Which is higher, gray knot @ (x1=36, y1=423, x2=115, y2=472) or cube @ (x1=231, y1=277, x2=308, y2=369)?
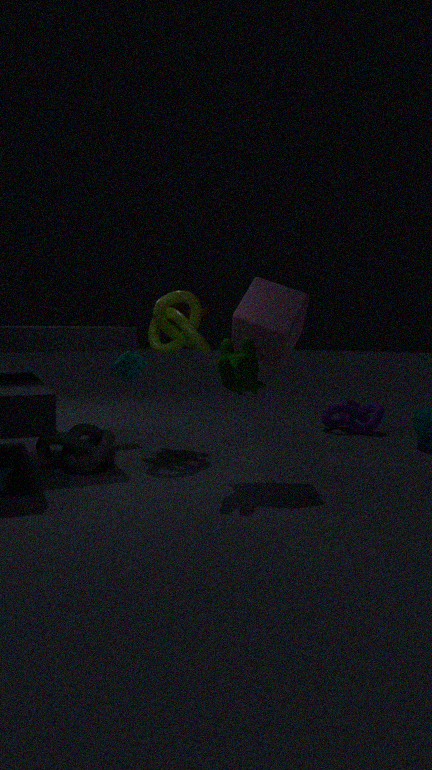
cube @ (x1=231, y1=277, x2=308, y2=369)
